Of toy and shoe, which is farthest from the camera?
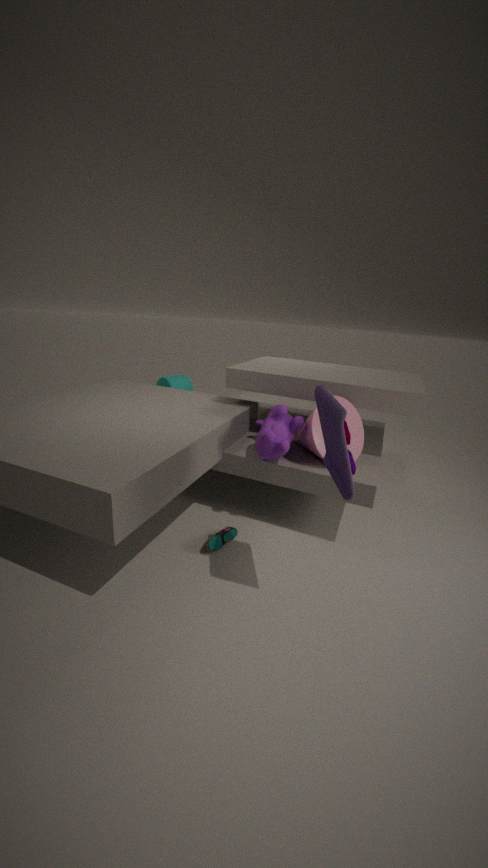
shoe
